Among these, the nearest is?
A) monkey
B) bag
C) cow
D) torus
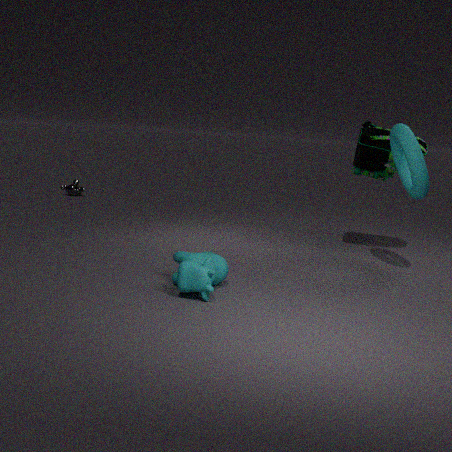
cow
